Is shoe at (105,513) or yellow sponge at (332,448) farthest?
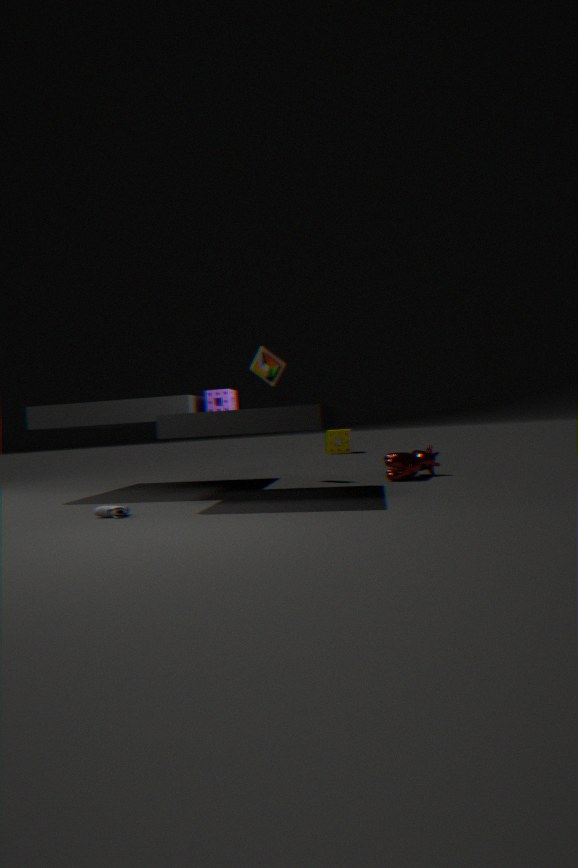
yellow sponge at (332,448)
